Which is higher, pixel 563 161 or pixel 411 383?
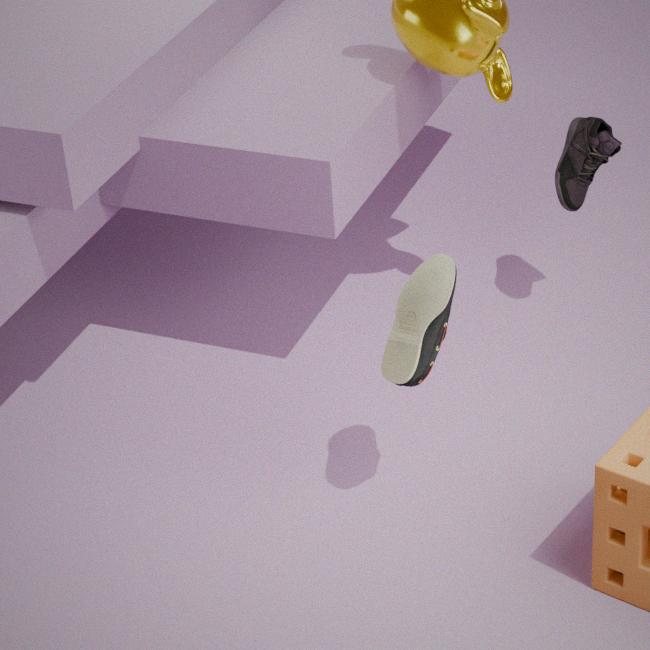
pixel 411 383
